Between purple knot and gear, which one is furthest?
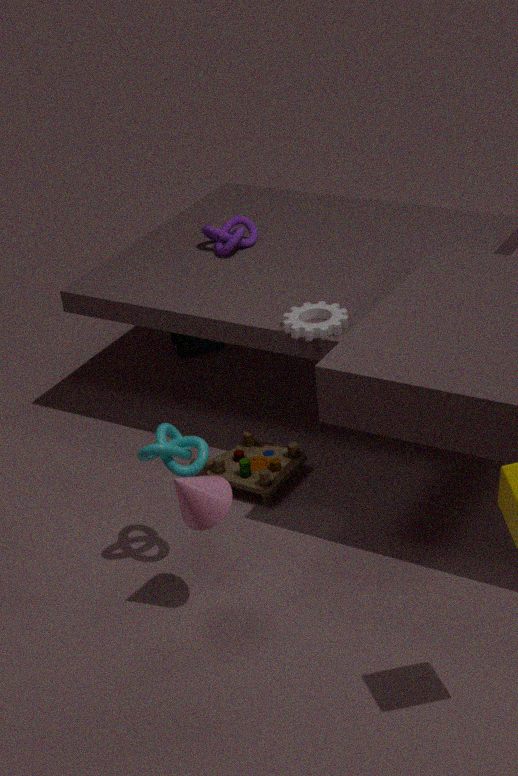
purple knot
